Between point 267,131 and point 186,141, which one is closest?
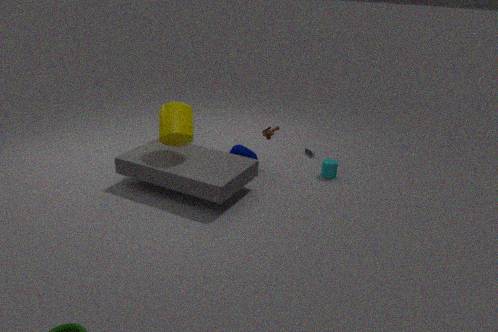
point 186,141
